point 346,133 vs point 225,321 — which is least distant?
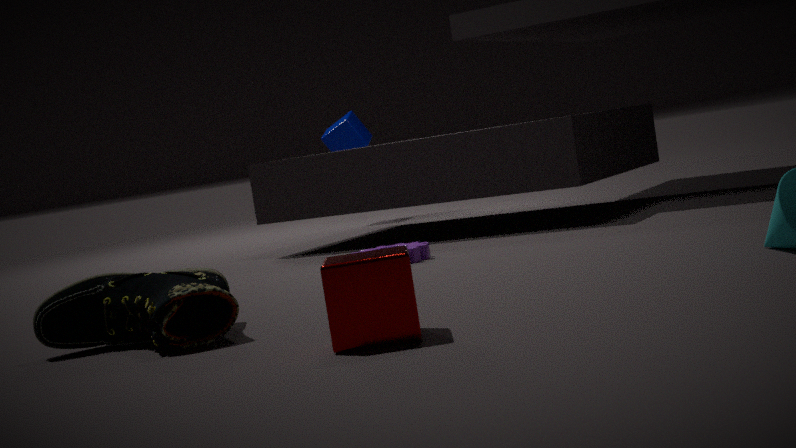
point 225,321
